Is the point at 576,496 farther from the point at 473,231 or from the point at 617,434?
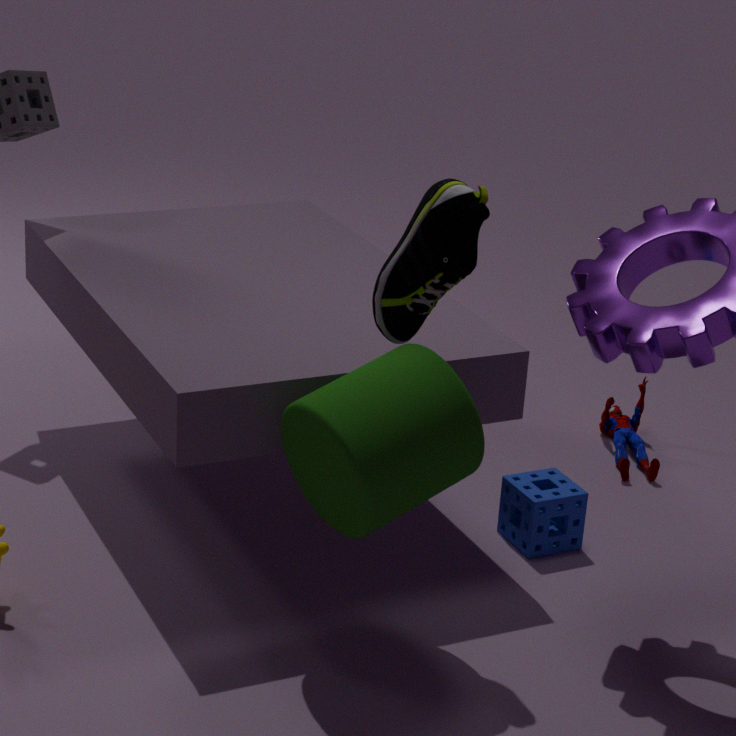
the point at 473,231
